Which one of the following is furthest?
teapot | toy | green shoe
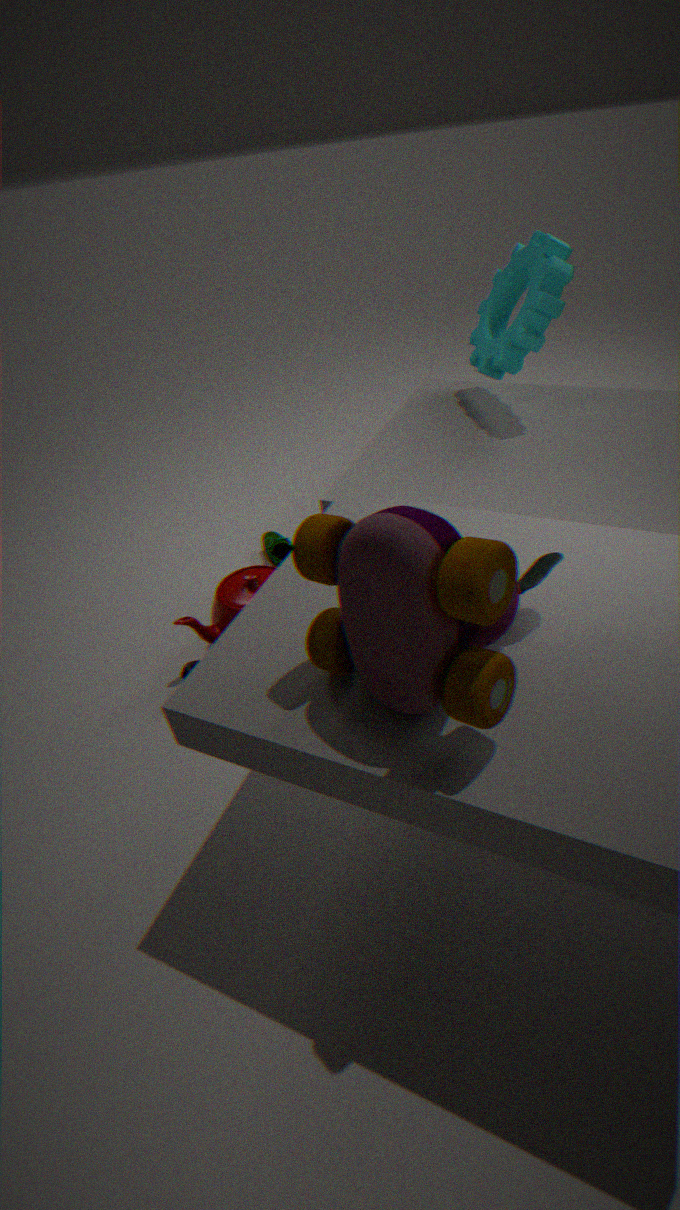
green shoe
